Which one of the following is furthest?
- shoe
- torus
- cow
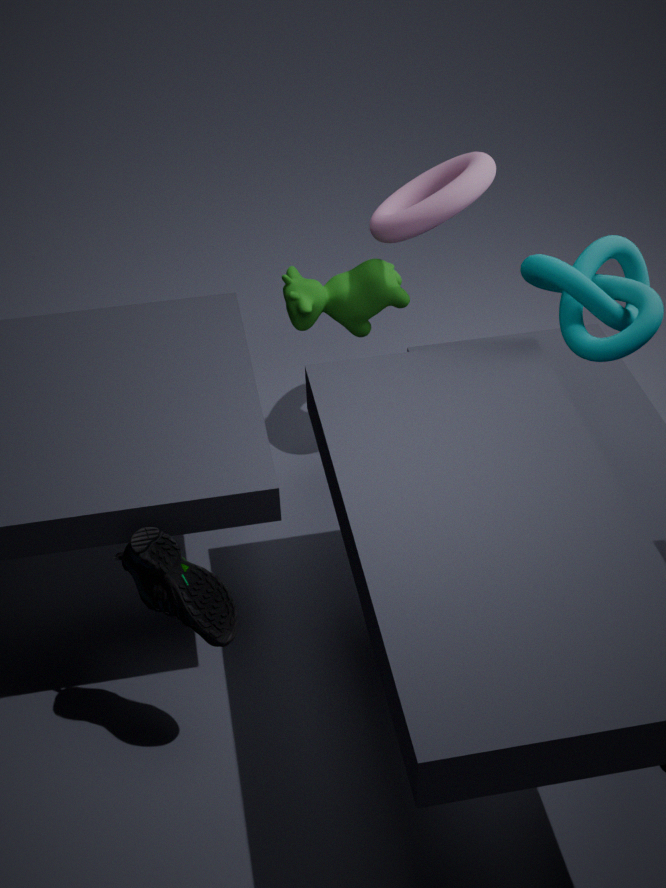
cow
